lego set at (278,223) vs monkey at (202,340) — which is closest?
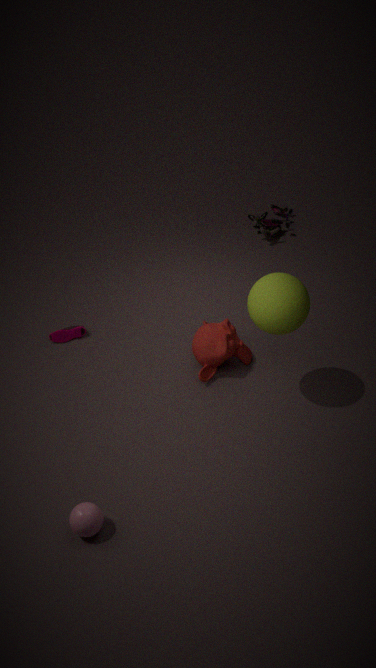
monkey at (202,340)
